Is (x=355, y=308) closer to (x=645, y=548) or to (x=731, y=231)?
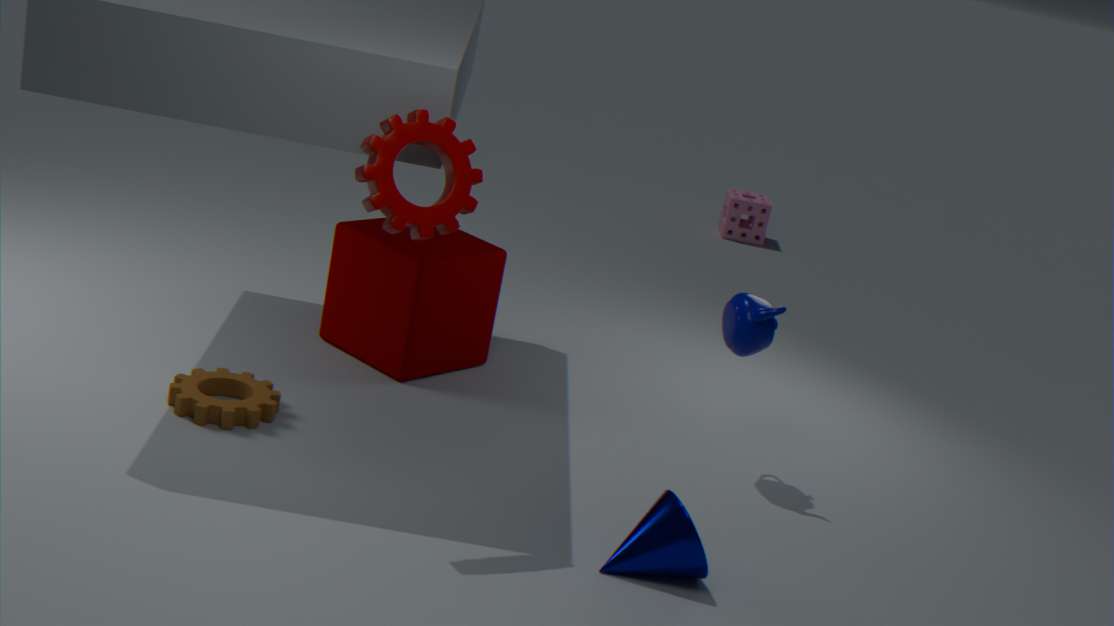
(x=645, y=548)
